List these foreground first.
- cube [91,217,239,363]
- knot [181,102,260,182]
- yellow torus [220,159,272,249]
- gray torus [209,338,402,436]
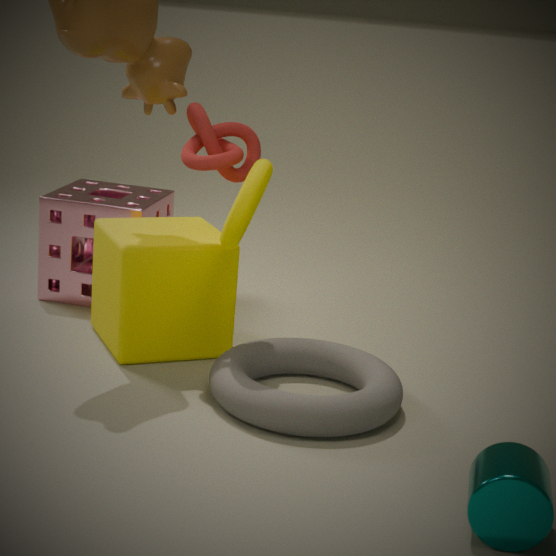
gray torus [209,338,402,436] < yellow torus [220,159,272,249] < knot [181,102,260,182] < cube [91,217,239,363]
